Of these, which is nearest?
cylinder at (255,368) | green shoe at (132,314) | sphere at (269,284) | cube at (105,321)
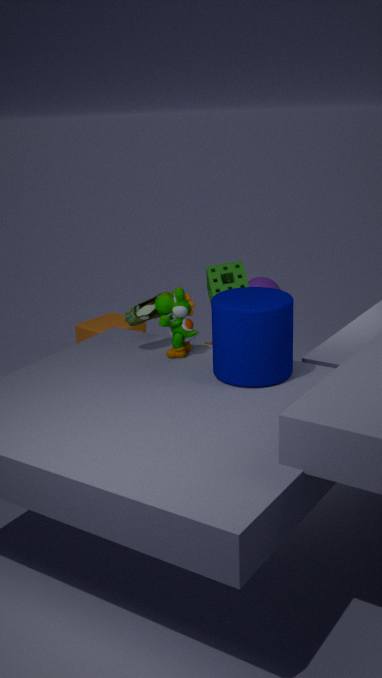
cylinder at (255,368)
